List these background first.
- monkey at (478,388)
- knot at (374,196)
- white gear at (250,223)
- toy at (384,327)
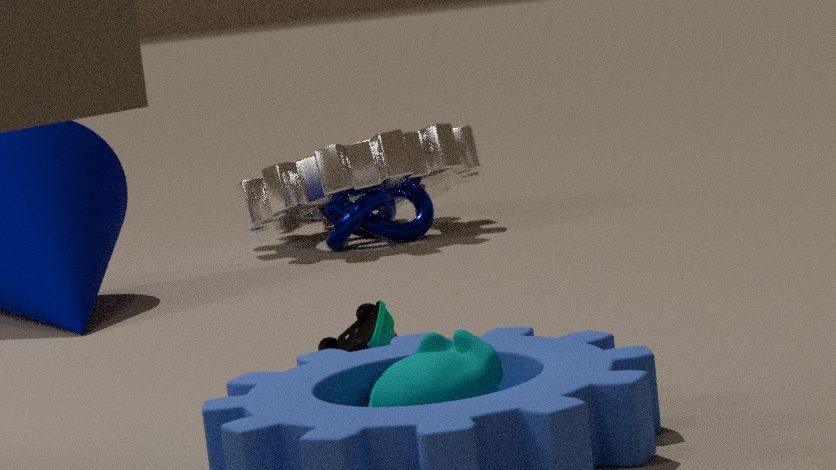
knot at (374,196), white gear at (250,223), toy at (384,327), monkey at (478,388)
